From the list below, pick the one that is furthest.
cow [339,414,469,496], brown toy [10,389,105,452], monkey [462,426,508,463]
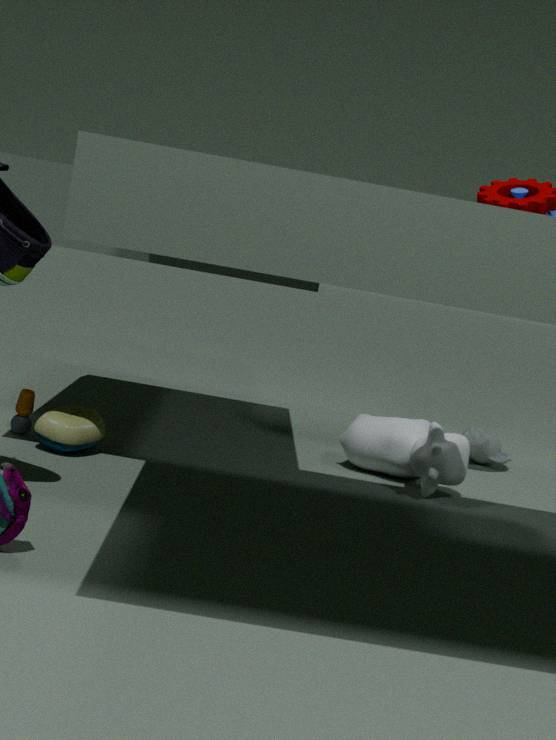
monkey [462,426,508,463]
